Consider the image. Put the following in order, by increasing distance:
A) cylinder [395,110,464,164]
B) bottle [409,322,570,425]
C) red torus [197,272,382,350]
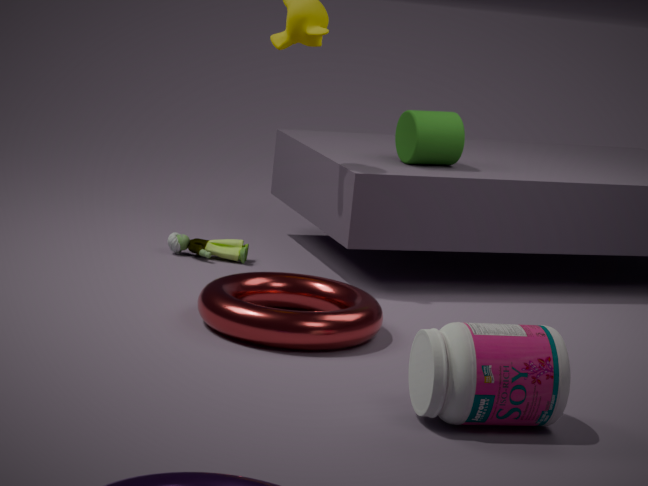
1. bottle [409,322,570,425]
2. red torus [197,272,382,350]
3. cylinder [395,110,464,164]
